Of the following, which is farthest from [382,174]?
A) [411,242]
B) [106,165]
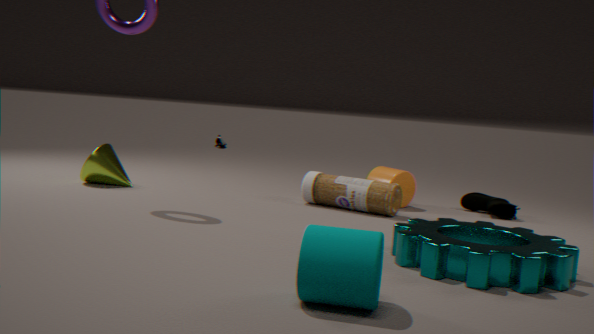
[106,165]
